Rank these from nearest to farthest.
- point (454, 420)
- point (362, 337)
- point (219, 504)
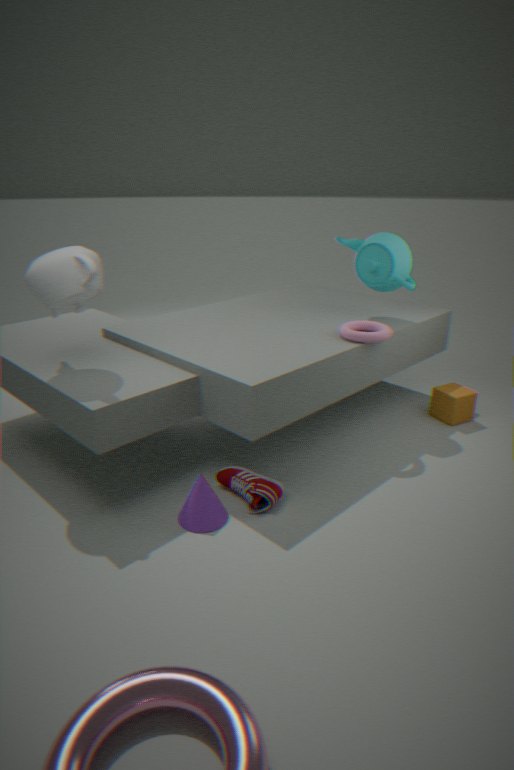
point (219, 504) < point (362, 337) < point (454, 420)
